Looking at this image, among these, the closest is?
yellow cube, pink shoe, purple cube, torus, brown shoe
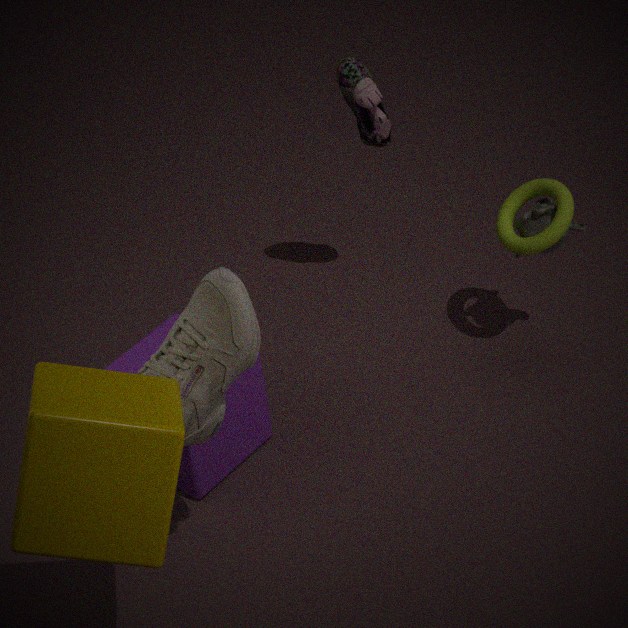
yellow cube
